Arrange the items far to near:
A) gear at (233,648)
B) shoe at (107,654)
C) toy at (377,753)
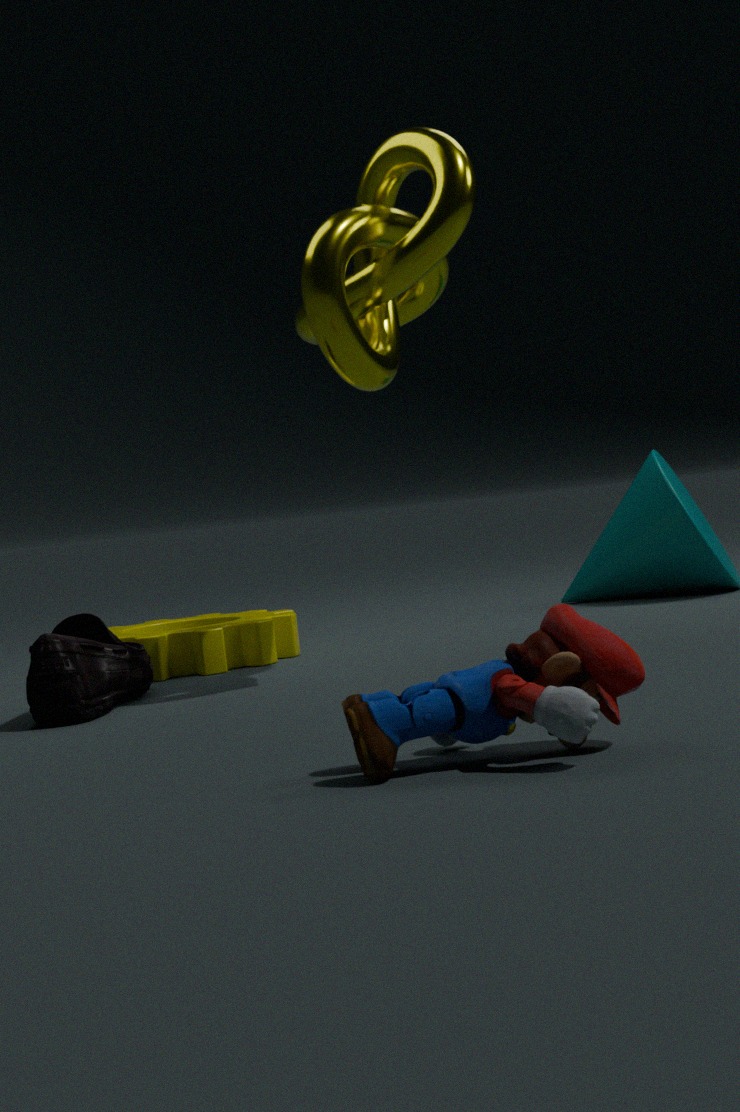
gear at (233,648)
shoe at (107,654)
toy at (377,753)
